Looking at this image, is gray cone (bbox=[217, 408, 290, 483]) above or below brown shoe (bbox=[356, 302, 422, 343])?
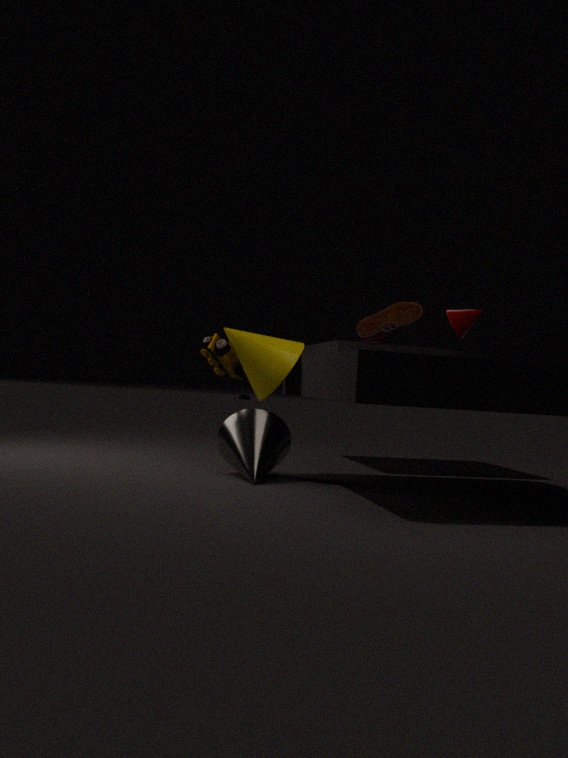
below
